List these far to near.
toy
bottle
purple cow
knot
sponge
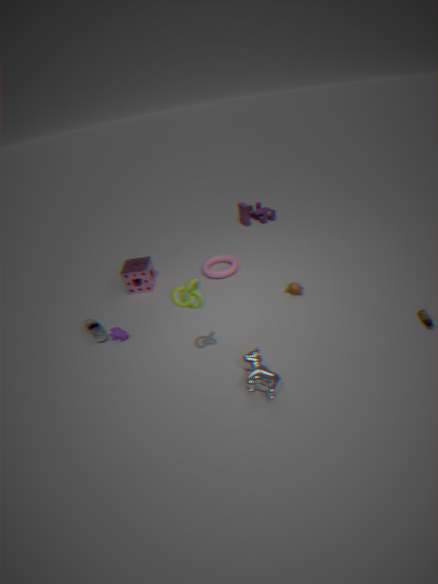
toy → sponge → purple cow → bottle → knot
